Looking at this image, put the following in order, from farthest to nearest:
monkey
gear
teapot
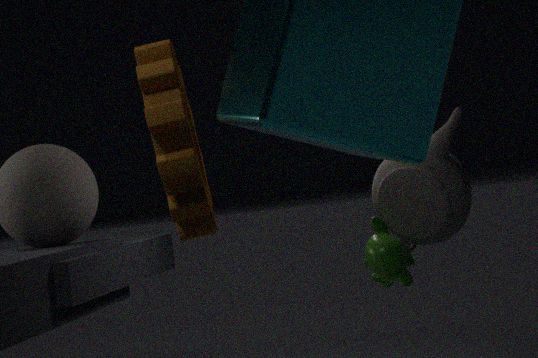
teapot < monkey < gear
